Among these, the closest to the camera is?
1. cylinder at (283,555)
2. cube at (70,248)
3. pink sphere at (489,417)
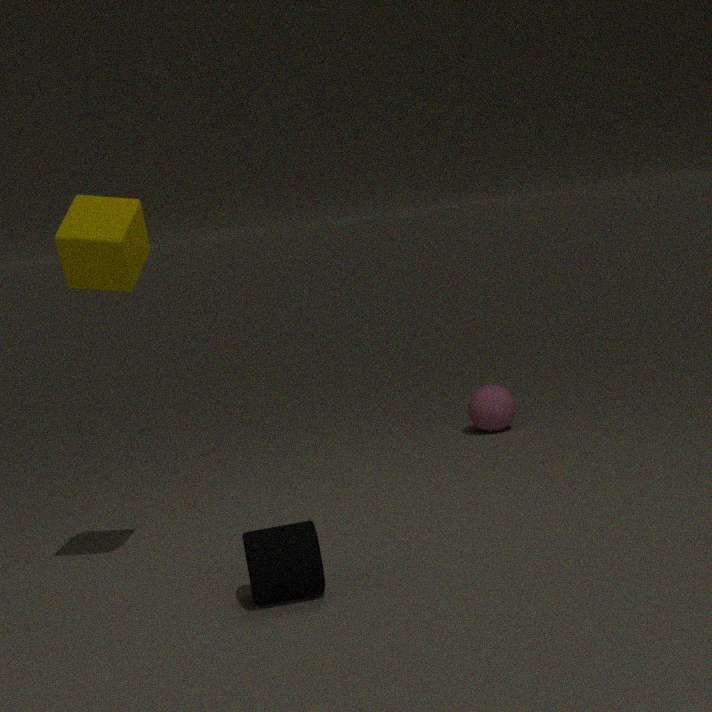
cylinder at (283,555)
